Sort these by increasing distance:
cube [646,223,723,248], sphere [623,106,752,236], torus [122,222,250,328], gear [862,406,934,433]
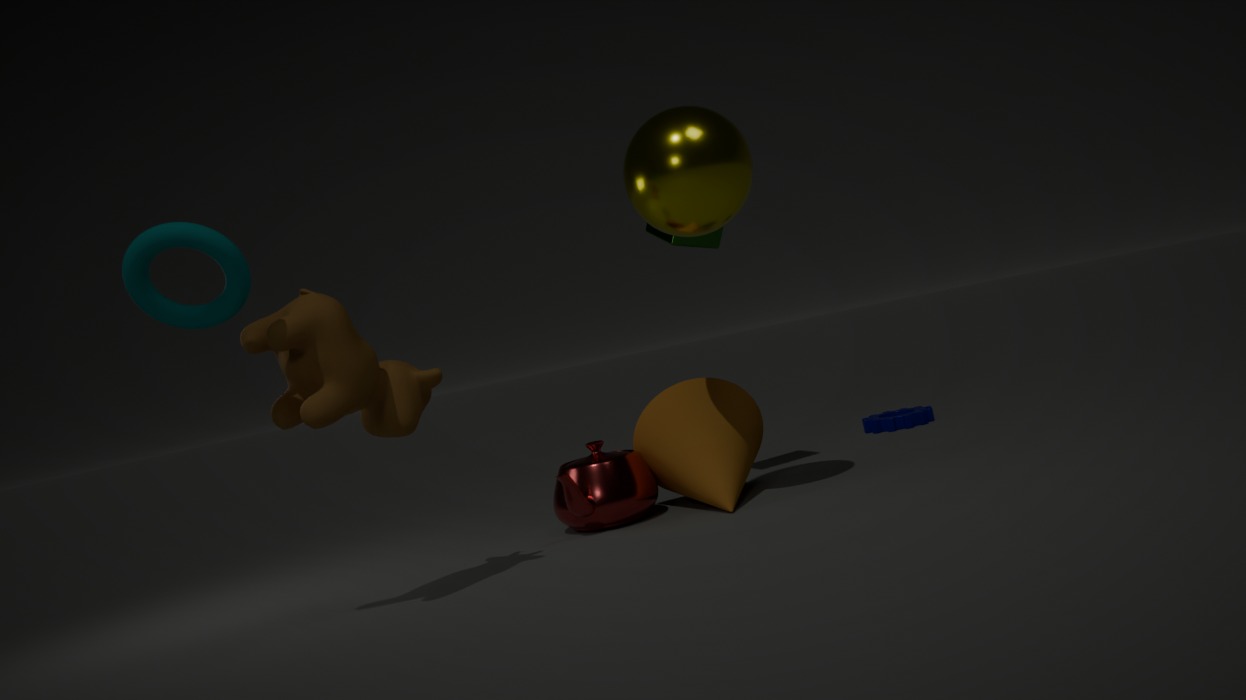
1. torus [122,222,250,328]
2. sphere [623,106,752,236]
3. cube [646,223,723,248]
4. gear [862,406,934,433]
